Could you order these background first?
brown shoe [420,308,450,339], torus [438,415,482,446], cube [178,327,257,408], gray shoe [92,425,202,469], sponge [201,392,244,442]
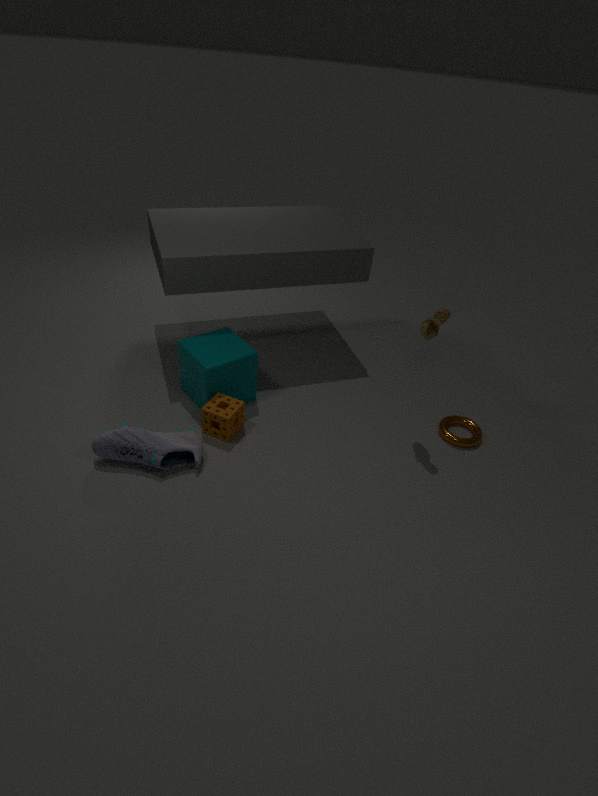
torus [438,415,482,446] < cube [178,327,257,408] < sponge [201,392,244,442] < brown shoe [420,308,450,339] < gray shoe [92,425,202,469]
